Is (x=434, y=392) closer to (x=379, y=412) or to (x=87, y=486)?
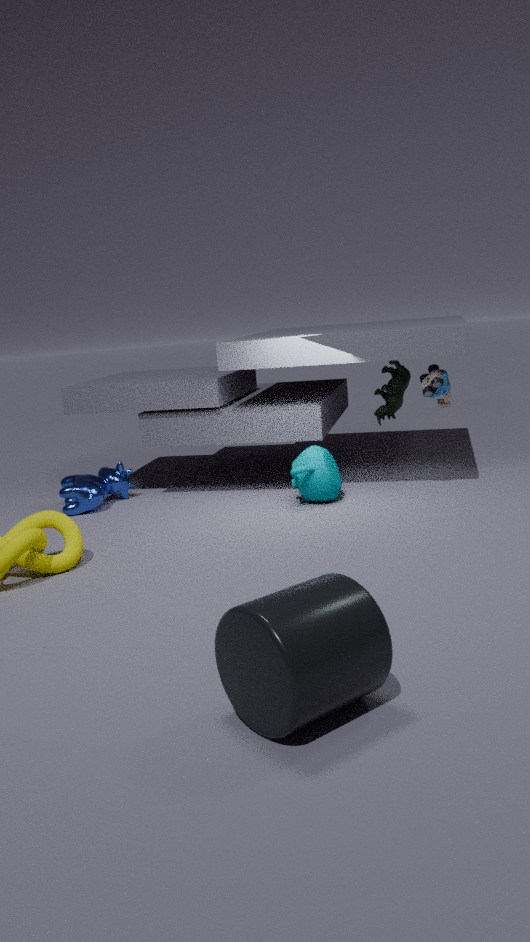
(x=379, y=412)
